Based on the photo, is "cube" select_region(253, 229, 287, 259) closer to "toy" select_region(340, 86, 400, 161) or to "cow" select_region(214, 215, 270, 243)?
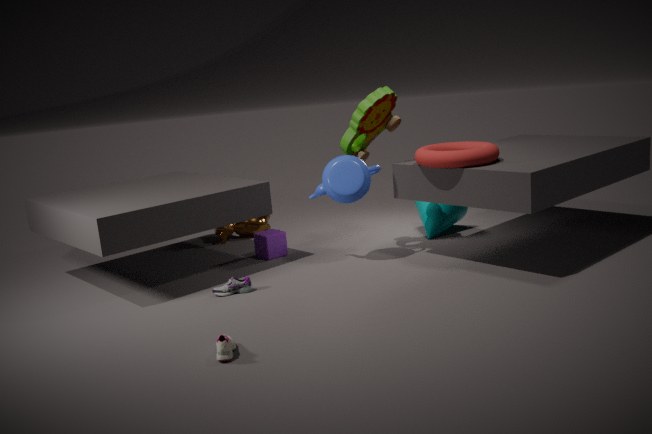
"cow" select_region(214, 215, 270, 243)
